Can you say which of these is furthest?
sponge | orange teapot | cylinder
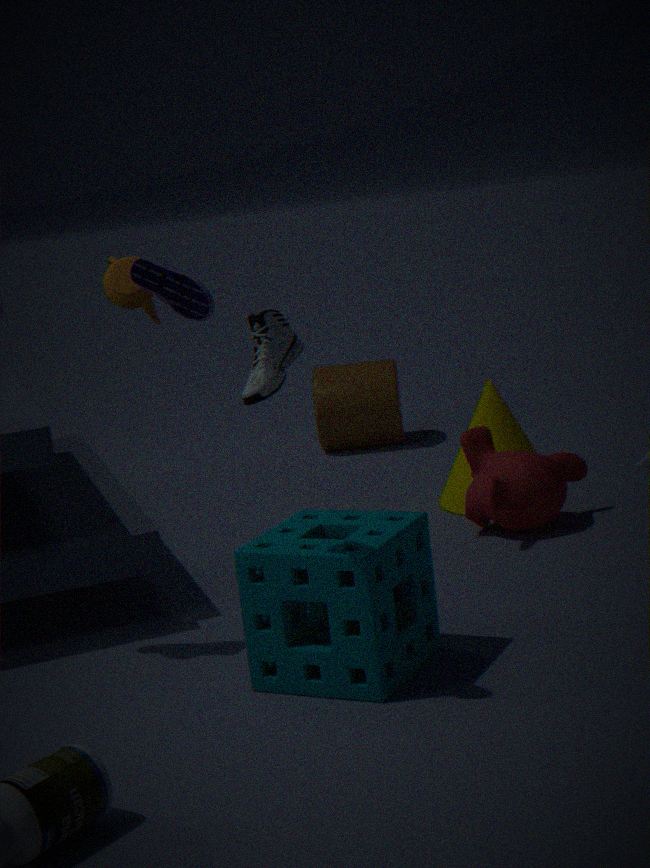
cylinder
